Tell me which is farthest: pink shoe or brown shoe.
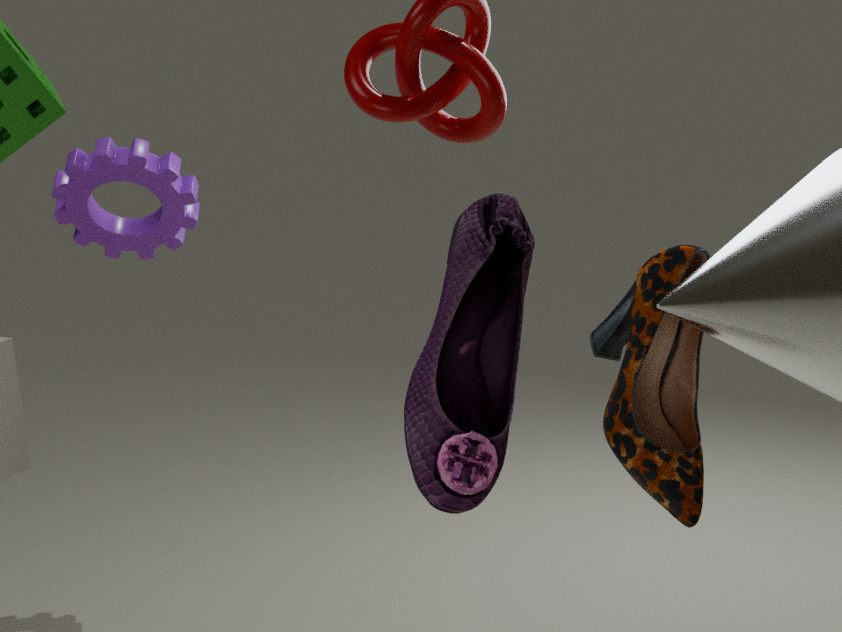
brown shoe
